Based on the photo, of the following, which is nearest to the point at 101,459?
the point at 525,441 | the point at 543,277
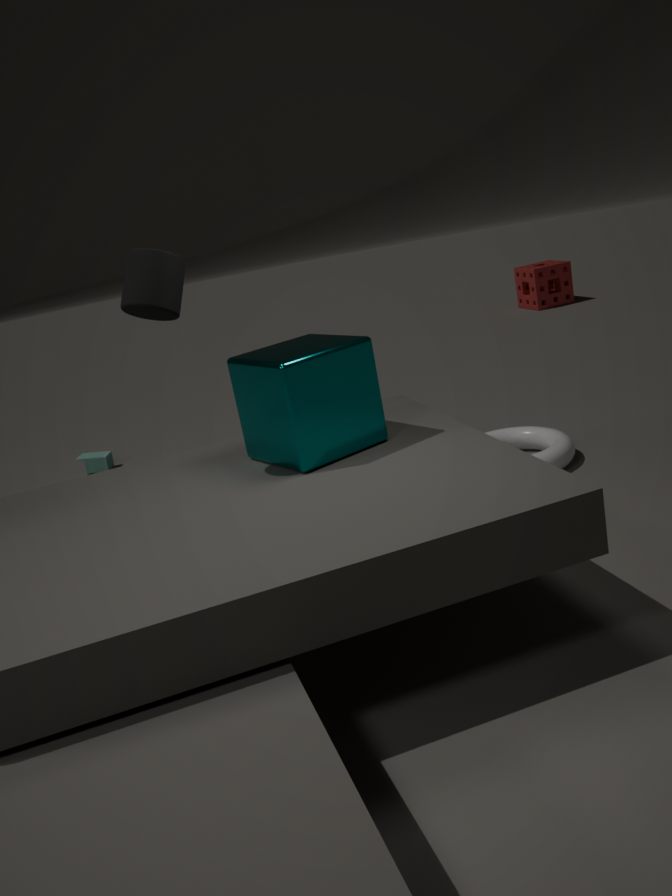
the point at 525,441
